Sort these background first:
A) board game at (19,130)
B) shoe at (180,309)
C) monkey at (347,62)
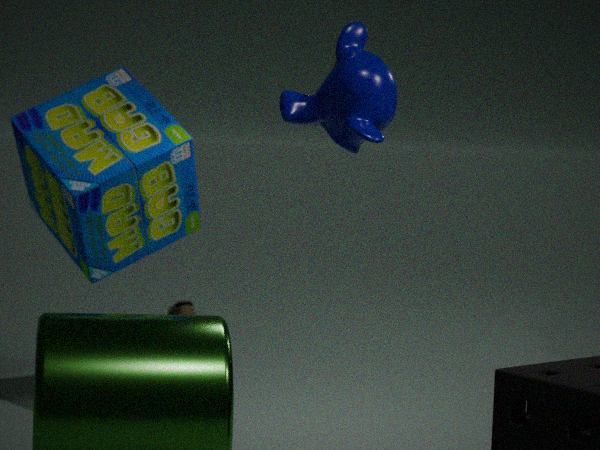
1. shoe at (180,309)
2. board game at (19,130)
3. monkey at (347,62)
